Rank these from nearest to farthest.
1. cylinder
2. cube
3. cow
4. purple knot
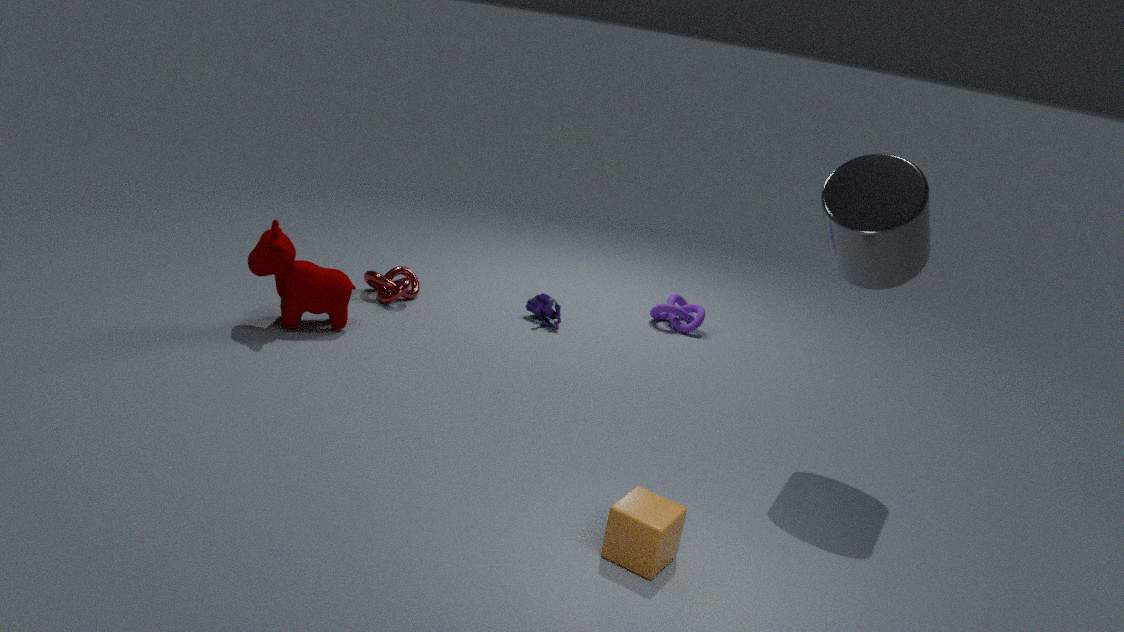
cube < cylinder < cow < purple knot
